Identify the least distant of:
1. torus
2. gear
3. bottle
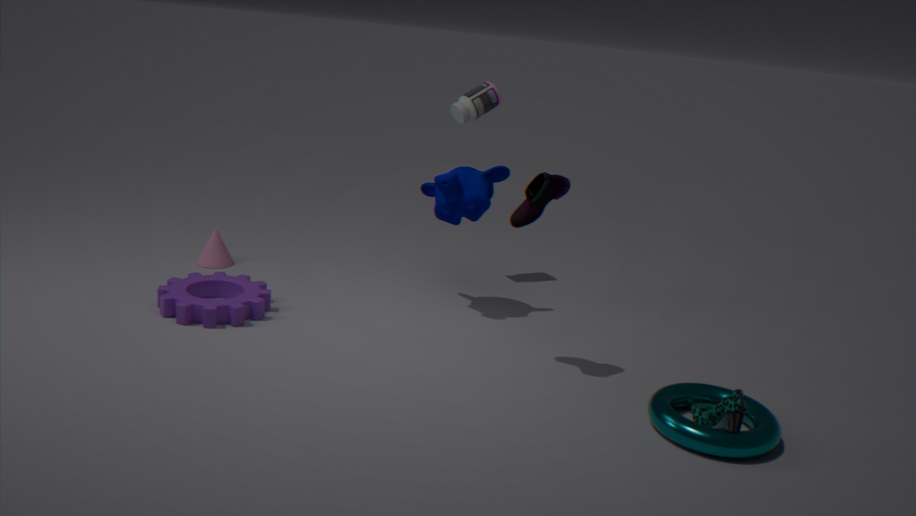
torus
